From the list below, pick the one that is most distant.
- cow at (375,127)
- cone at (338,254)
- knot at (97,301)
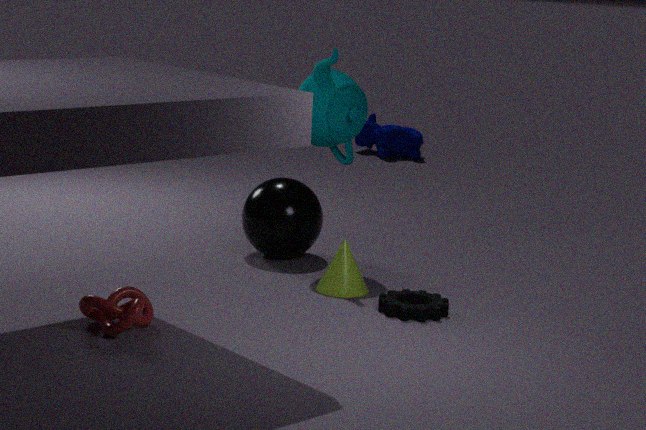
cow at (375,127)
